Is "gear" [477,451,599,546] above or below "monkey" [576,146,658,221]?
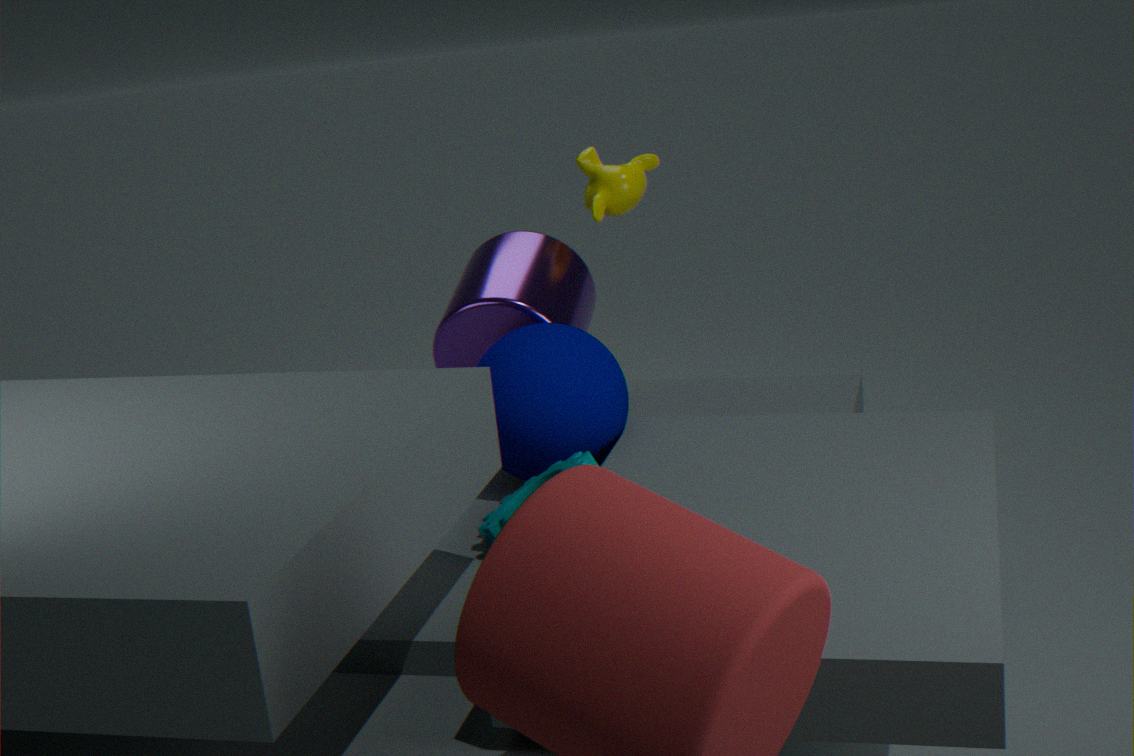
below
